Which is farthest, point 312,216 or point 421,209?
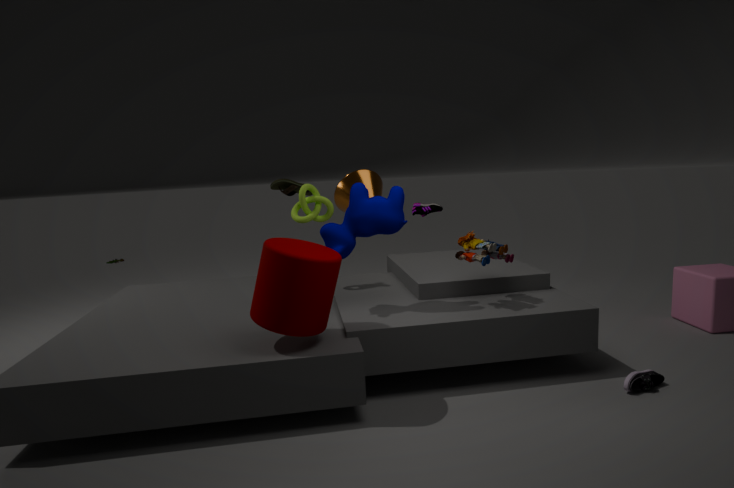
point 421,209
